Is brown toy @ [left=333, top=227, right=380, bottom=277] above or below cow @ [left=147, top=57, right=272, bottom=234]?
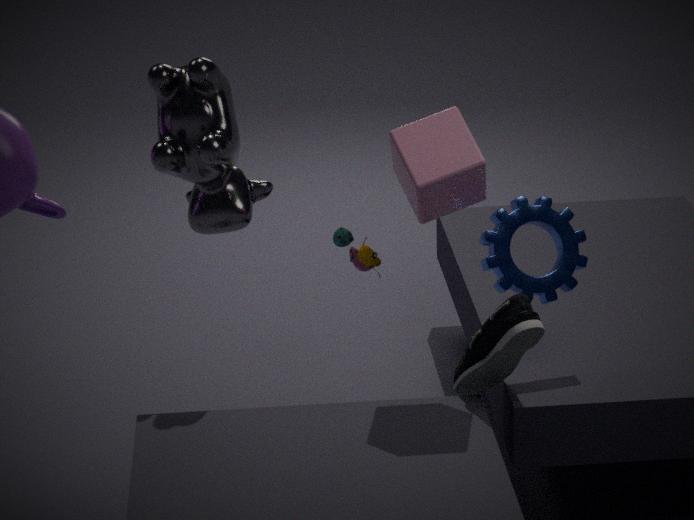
below
